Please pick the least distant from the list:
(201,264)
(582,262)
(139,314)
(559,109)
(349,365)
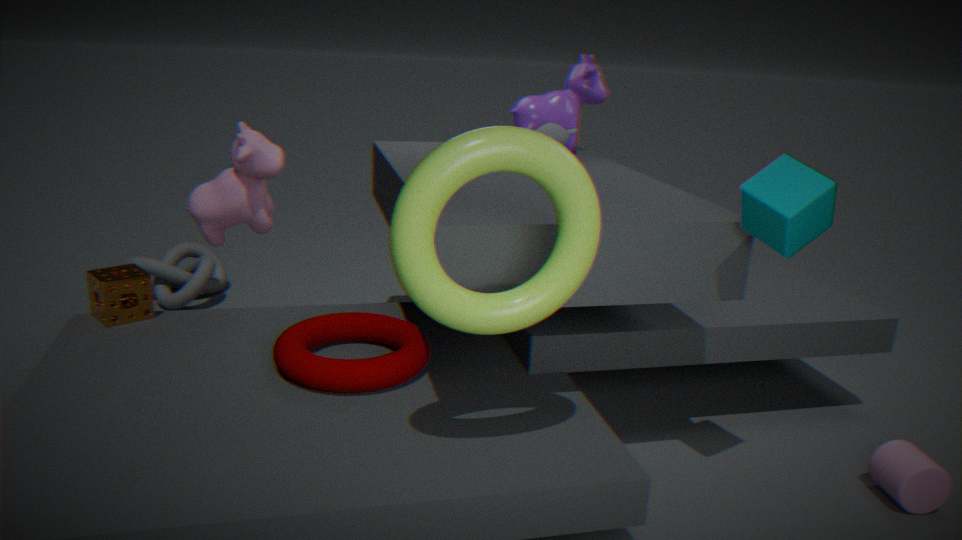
(582,262)
